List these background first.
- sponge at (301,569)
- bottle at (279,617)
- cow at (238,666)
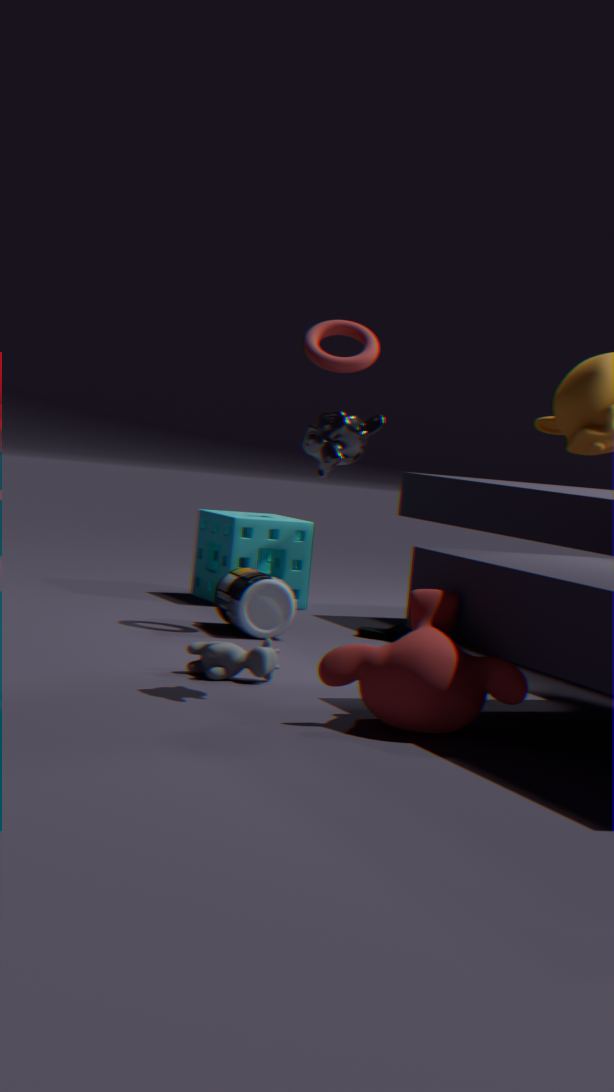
sponge at (301,569) → bottle at (279,617) → cow at (238,666)
